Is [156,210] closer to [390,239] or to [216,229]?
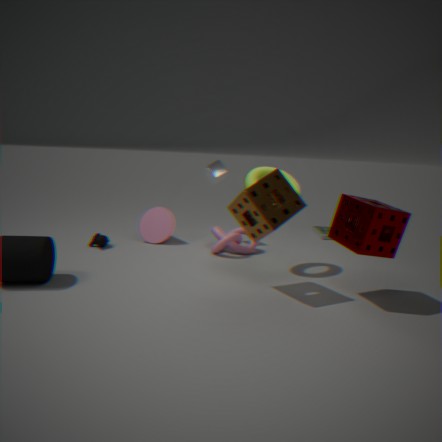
[216,229]
